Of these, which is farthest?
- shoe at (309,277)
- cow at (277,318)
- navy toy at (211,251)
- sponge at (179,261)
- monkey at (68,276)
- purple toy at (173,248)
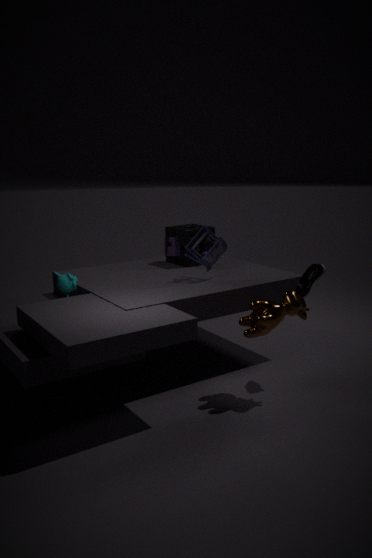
purple toy at (173,248)
